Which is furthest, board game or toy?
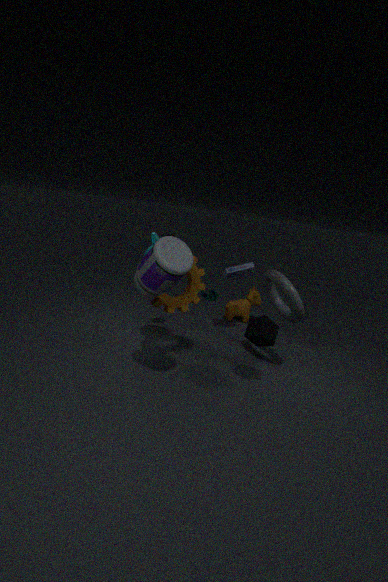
toy
